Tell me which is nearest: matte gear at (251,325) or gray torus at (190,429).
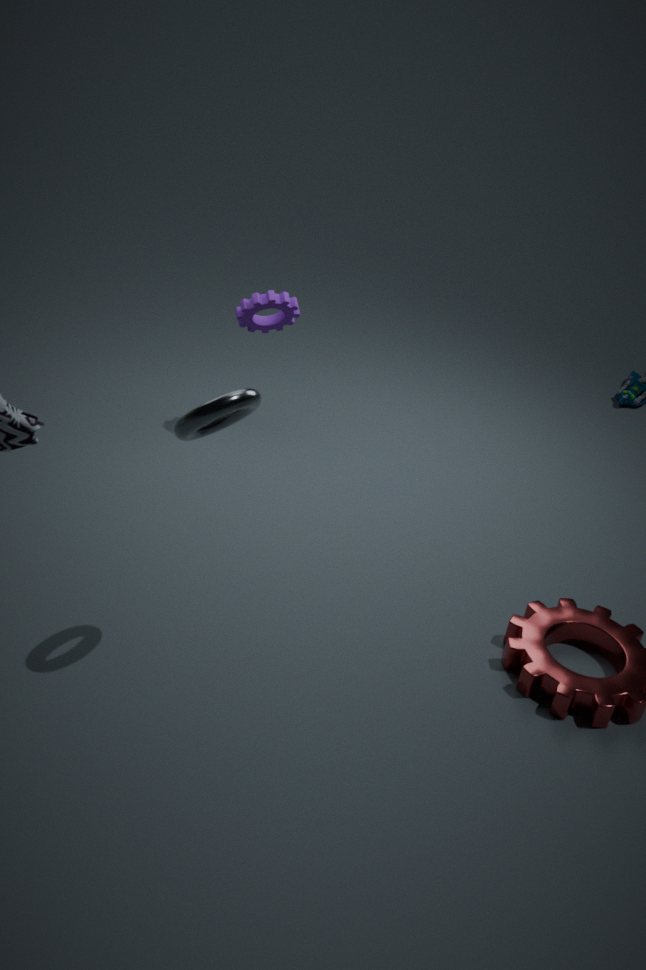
gray torus at (190,429)
